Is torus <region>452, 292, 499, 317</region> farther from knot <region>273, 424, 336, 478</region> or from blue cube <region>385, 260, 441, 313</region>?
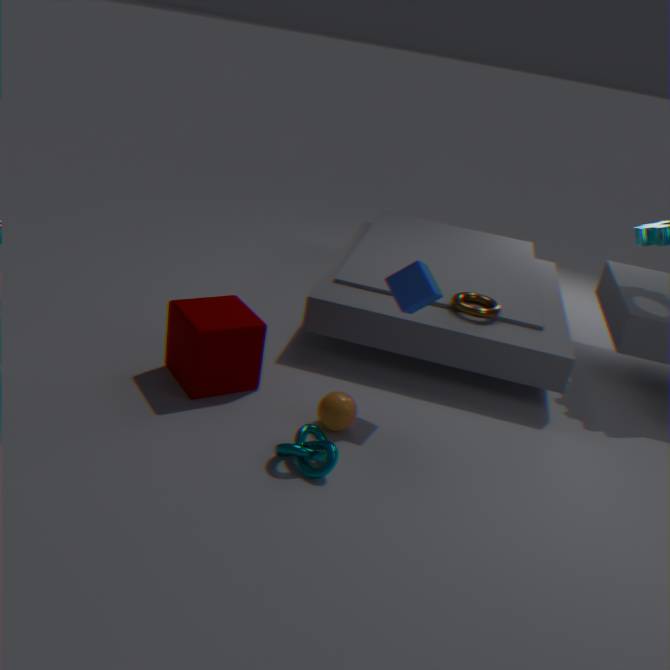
knot <region>273, 424, 336, 478</region>
